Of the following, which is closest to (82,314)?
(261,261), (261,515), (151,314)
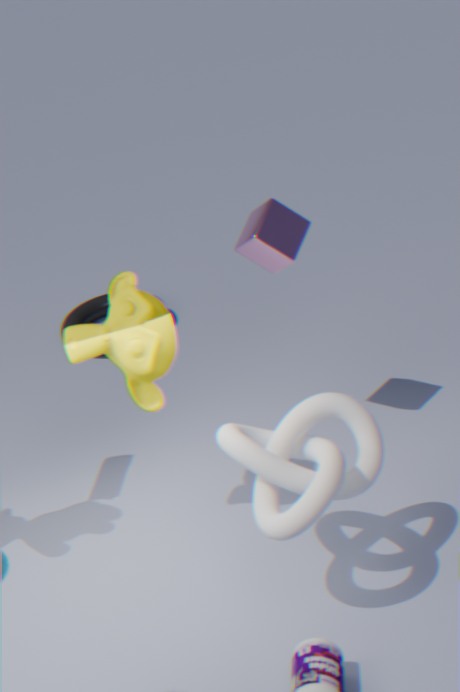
(261,261)
